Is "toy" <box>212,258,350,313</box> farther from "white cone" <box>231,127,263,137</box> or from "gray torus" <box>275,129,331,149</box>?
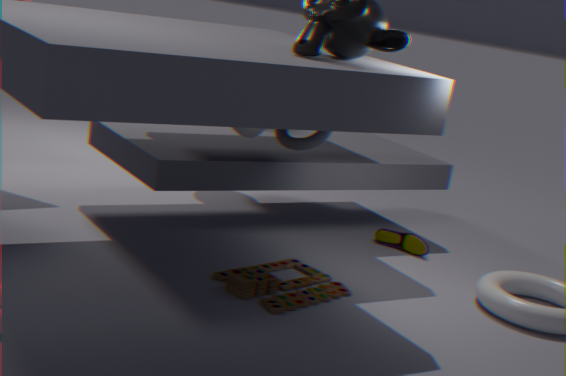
"white cone" <box>231,127,263,137</box>
